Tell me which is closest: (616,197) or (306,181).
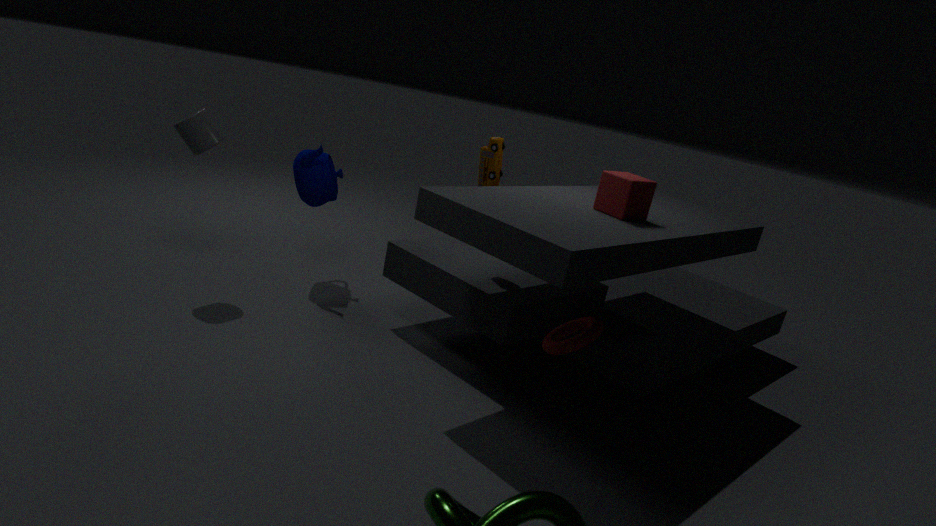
(616,197)
